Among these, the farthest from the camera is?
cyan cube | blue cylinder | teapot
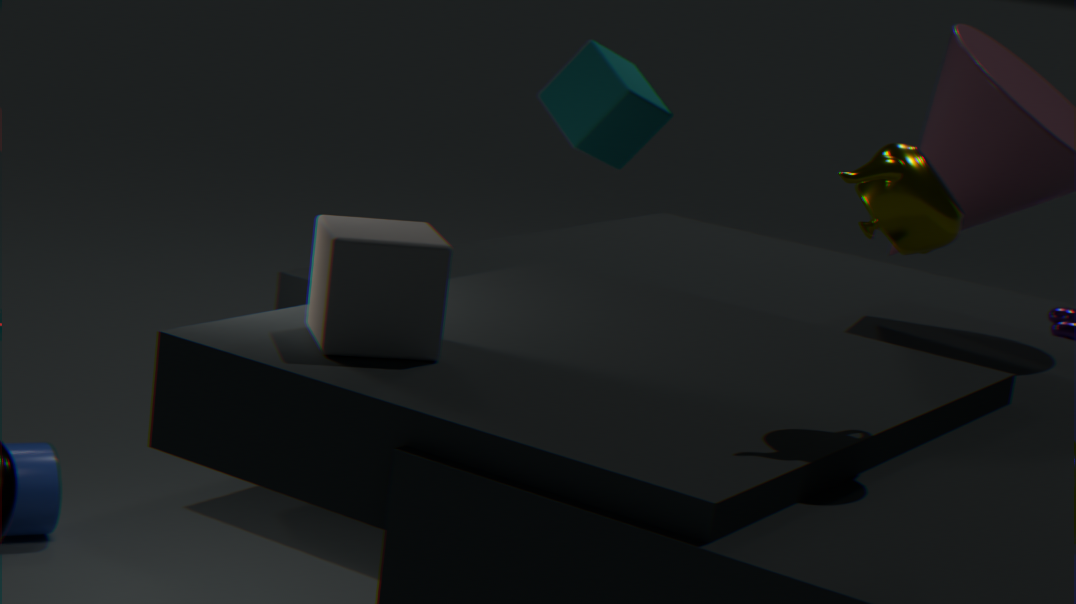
cyan cube
